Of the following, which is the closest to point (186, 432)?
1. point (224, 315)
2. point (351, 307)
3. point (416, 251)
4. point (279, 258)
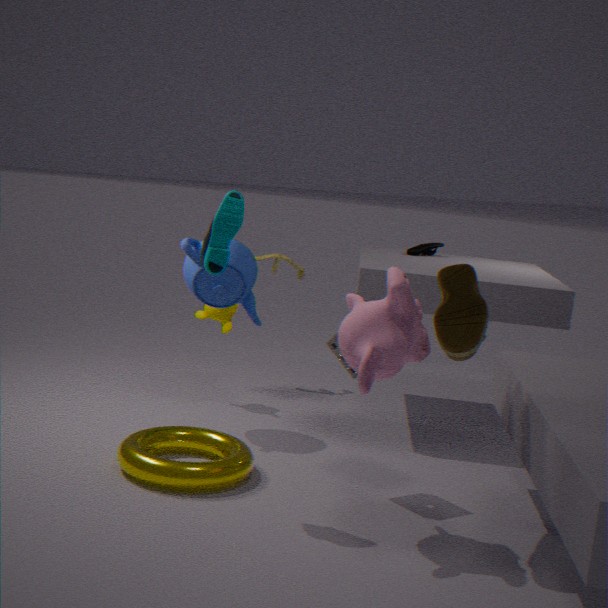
point (351, 307)
